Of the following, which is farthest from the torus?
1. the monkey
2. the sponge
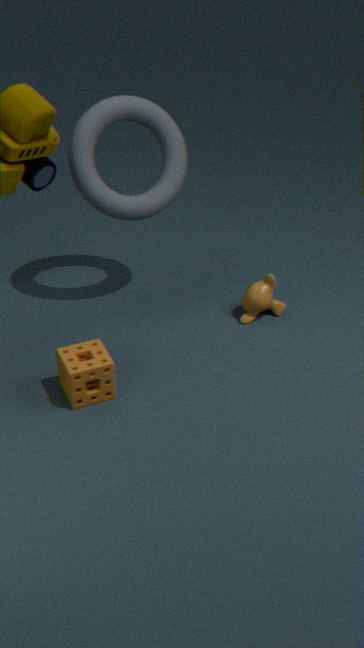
the sponge
